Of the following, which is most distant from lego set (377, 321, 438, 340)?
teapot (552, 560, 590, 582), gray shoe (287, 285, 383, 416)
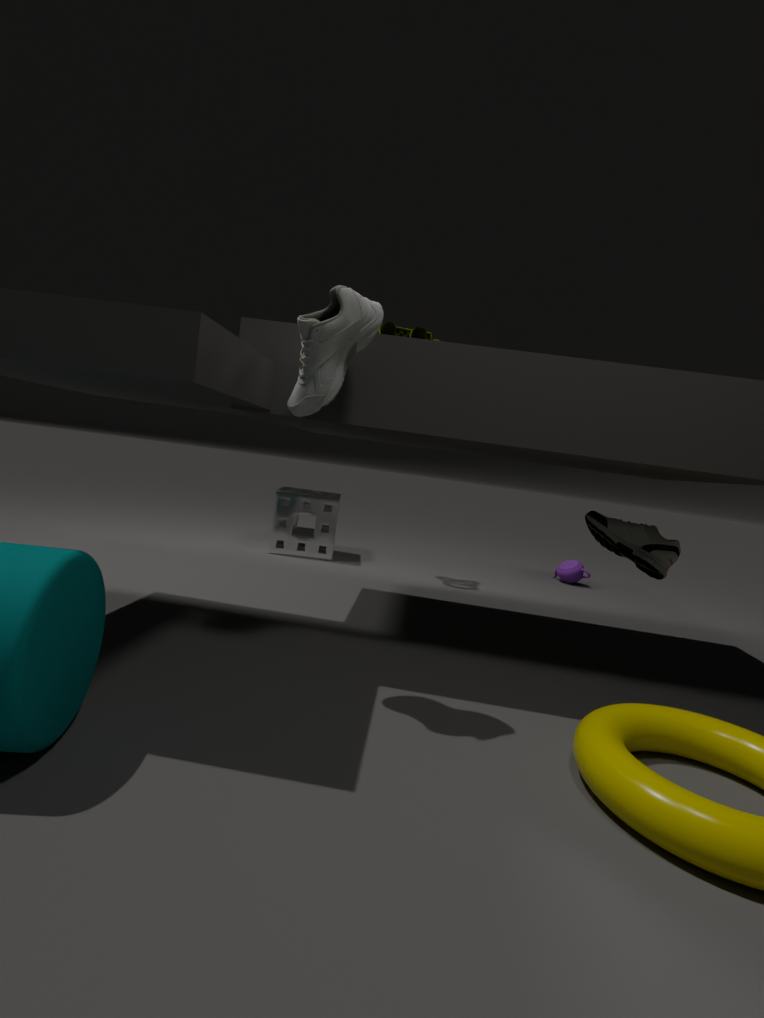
teapot (552, 560, 590, 582)
